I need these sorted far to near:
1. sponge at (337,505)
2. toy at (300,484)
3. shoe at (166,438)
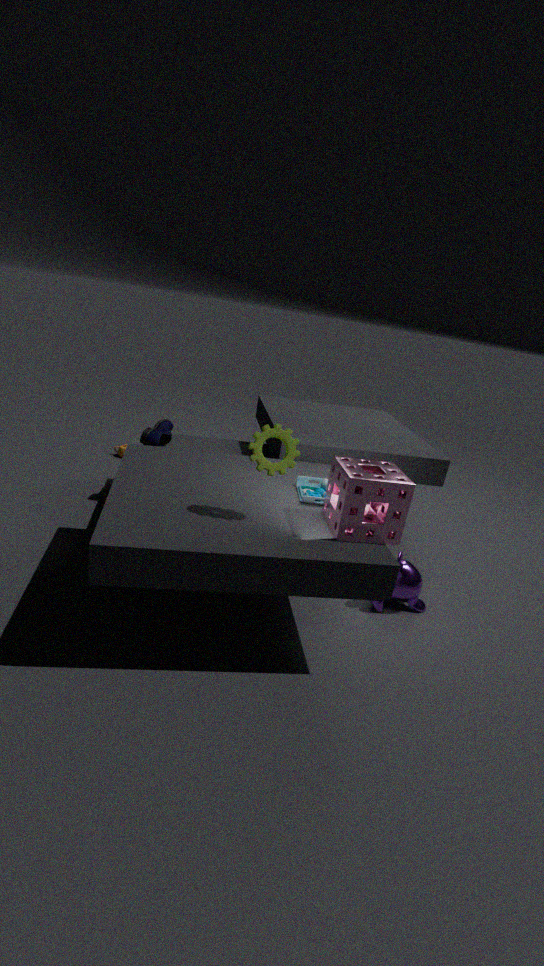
shoe at (166,438)
toy at (300,484)
sponge at (337,505)
